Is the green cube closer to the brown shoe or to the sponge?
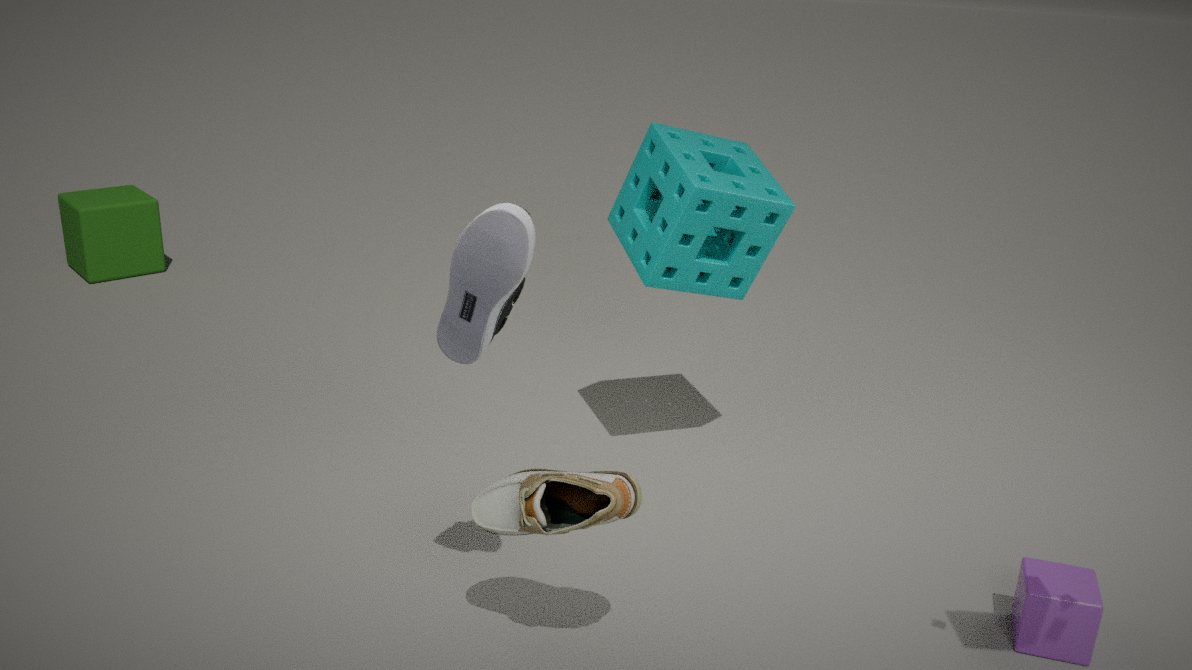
the sponge
